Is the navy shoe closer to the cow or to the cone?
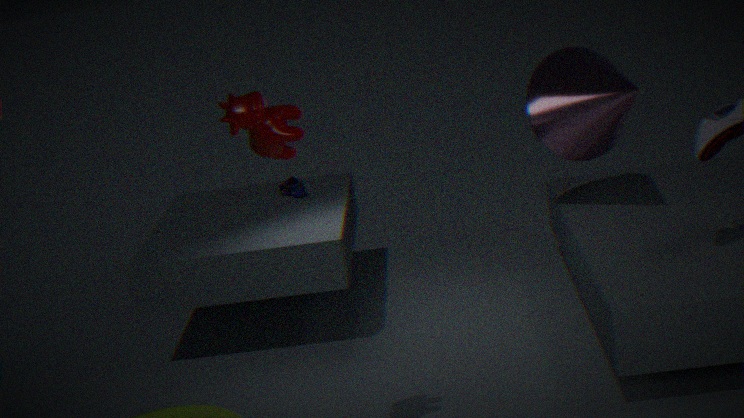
the cone
